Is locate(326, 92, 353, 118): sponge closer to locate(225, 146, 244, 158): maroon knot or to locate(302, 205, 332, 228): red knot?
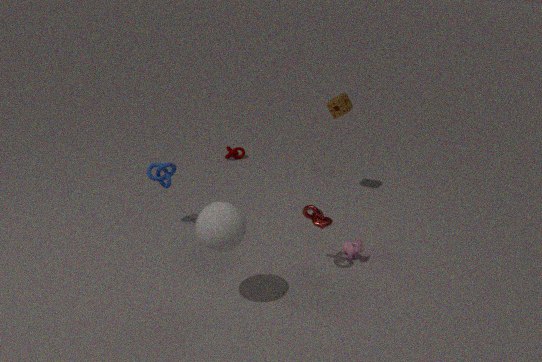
locate(302, 205, 332, 228): red knot
